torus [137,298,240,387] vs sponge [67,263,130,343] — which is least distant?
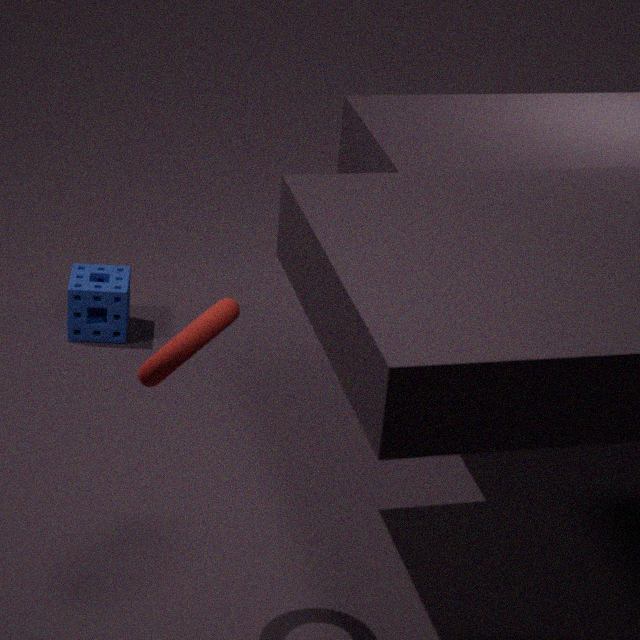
torus [137,298,240,387]
